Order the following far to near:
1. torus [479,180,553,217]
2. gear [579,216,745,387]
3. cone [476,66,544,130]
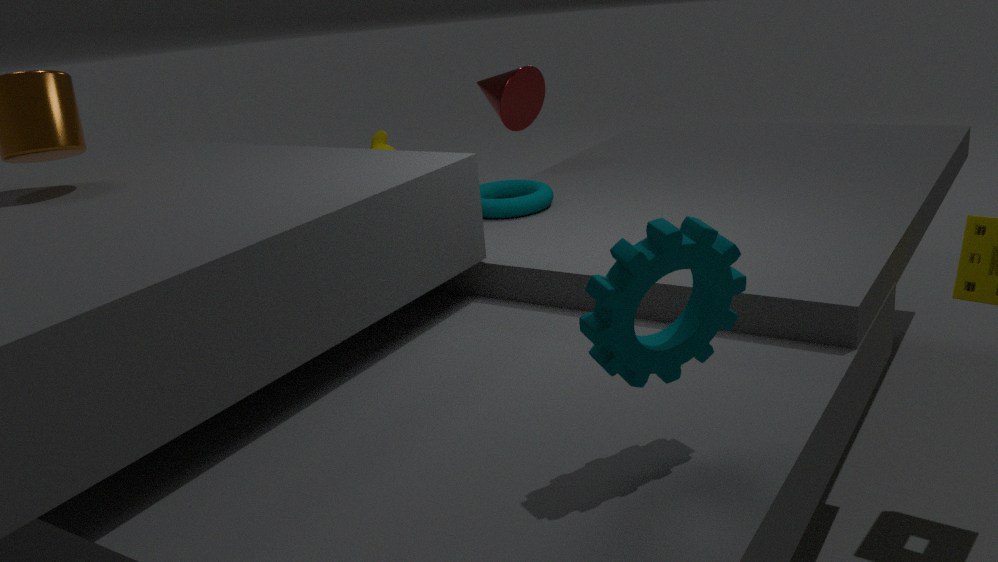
cone [476,66,544,130], torus [479,180,553,217], gear [579,216,745,387]
